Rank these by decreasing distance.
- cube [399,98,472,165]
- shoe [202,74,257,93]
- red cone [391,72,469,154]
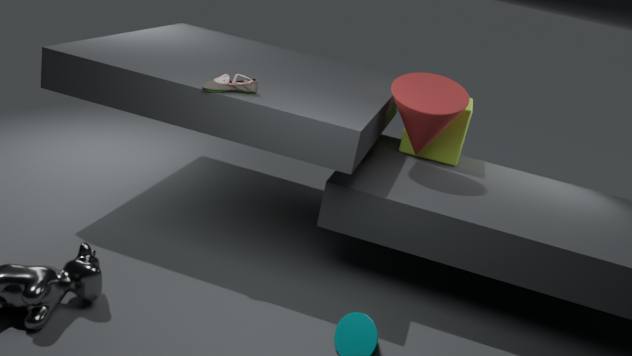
cube [399,98,472,165], red cone [391,72,469,154], shoe [202,74,257,93]
